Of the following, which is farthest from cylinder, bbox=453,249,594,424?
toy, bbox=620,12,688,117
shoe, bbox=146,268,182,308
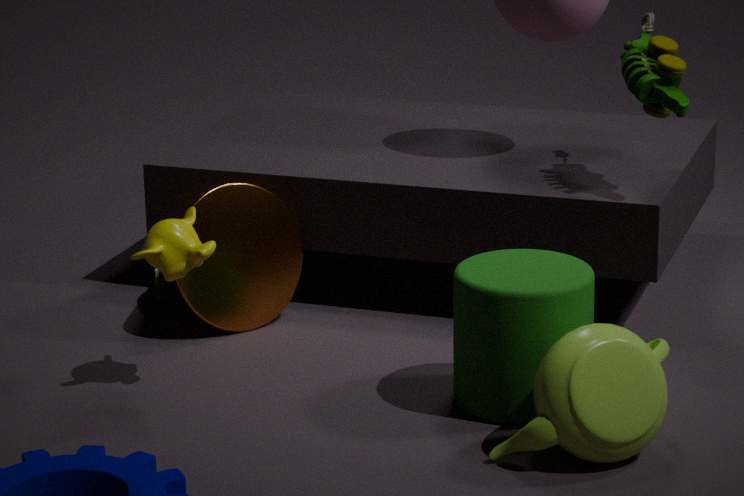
shoe, bbox=146,268,182,308
